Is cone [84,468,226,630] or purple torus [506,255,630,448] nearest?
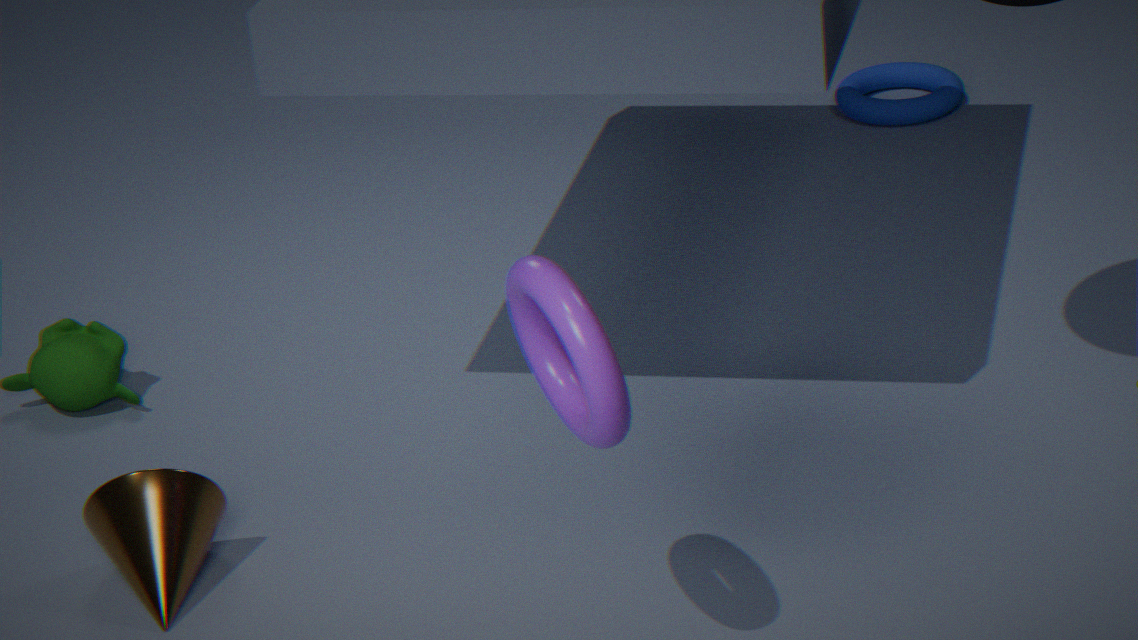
purple torus [506,255,630,448]
